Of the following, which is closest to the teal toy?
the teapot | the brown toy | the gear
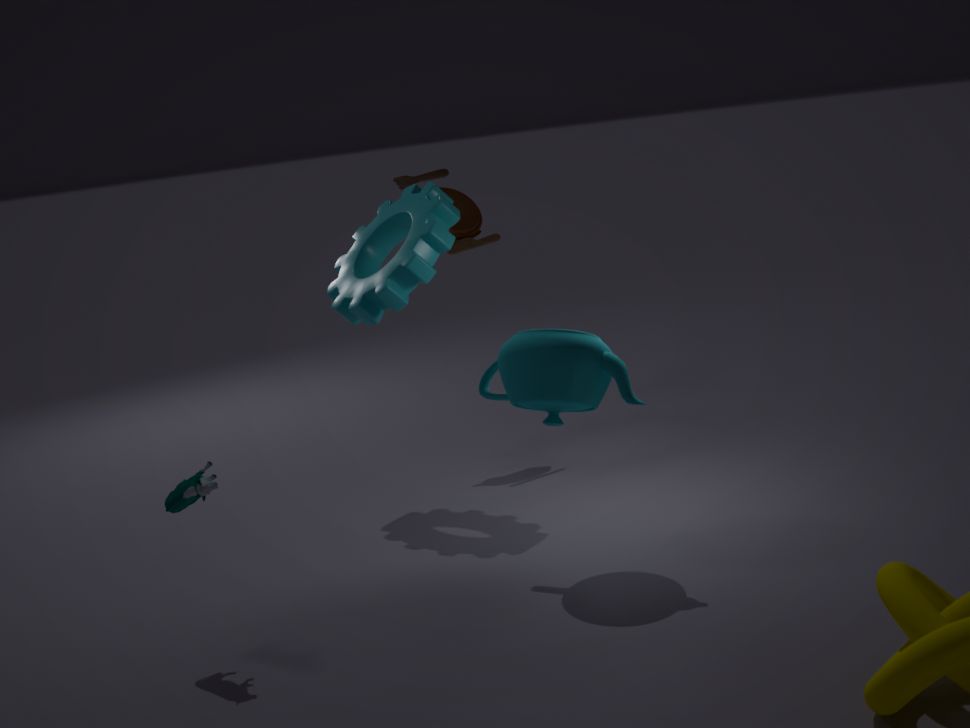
the teapot
